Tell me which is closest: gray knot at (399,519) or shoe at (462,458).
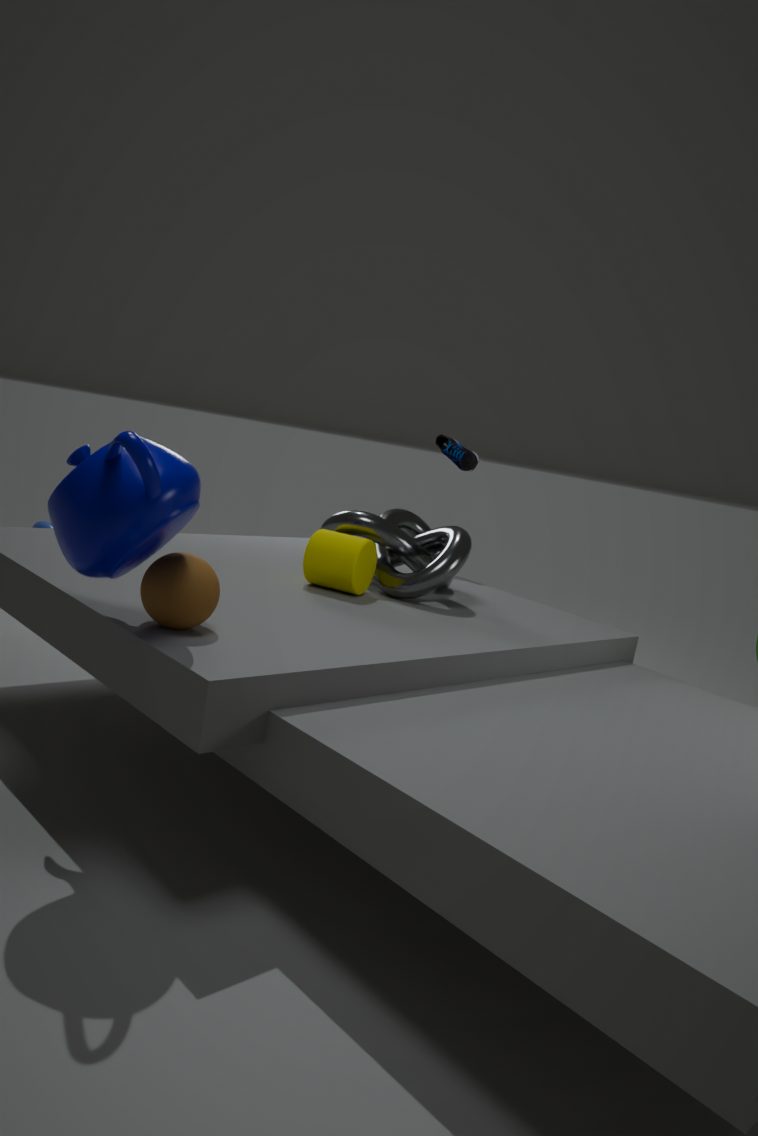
gray knot at (399,519)
